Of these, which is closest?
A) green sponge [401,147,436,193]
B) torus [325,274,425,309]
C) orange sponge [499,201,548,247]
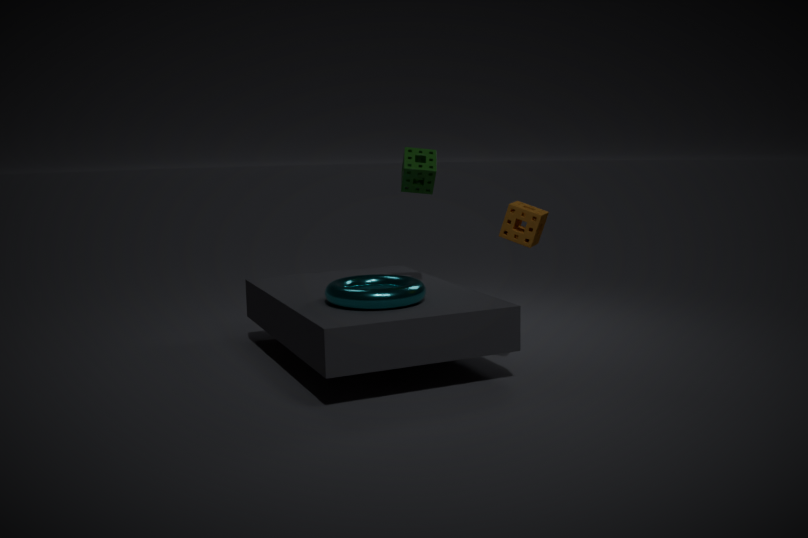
torus [325,274,425,309]
